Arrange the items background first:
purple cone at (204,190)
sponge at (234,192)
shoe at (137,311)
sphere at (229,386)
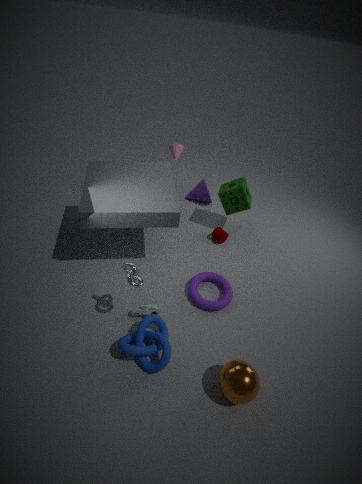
purple cone at (204,190)
sponge at (234,192)
shoe at (137,311)
sphere at (229,386)
